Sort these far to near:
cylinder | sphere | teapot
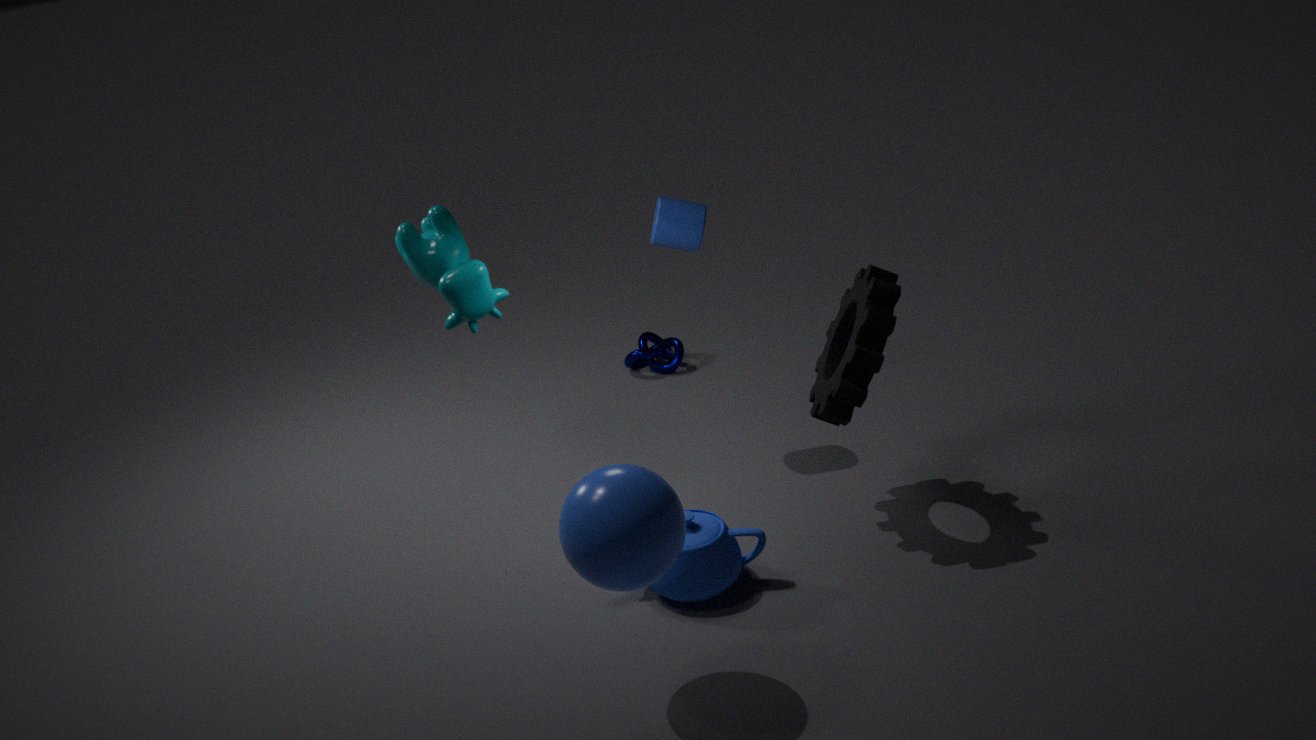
cylinder → teapot → sphere
